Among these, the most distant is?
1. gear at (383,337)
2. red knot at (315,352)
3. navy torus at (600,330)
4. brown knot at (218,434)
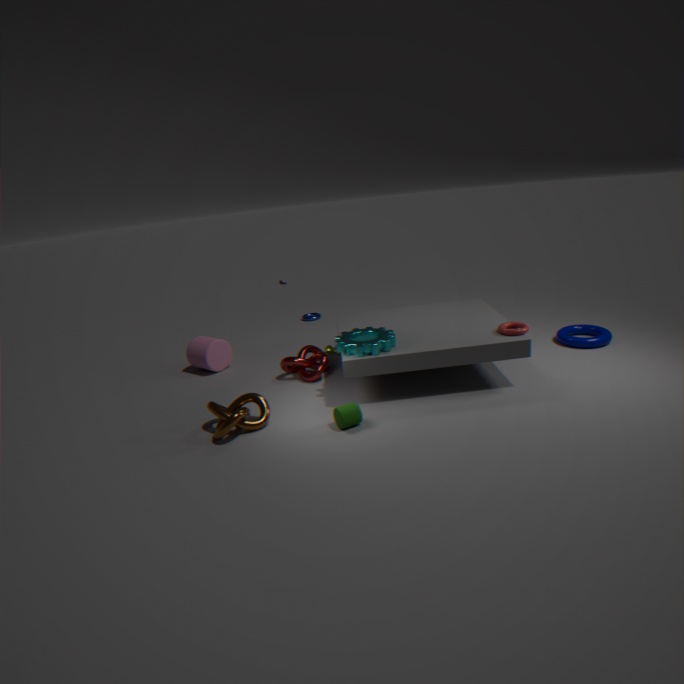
navy torus at (600,330)
